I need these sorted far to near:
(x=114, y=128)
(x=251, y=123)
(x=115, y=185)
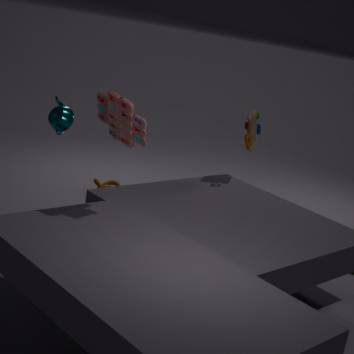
(x=115, y=185), (x=251, y=123), (x=114, y=128)
